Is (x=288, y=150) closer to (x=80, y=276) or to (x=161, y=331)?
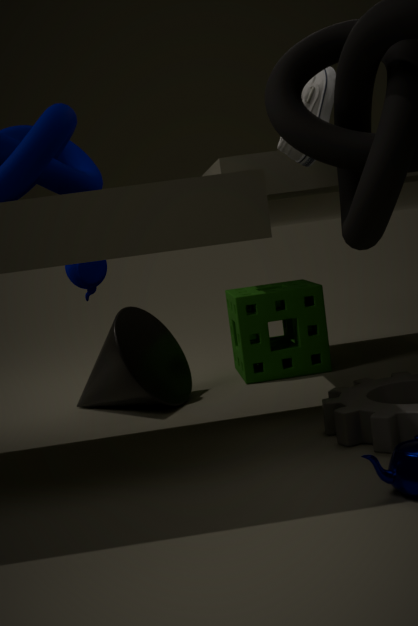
(x=80, y=276)
